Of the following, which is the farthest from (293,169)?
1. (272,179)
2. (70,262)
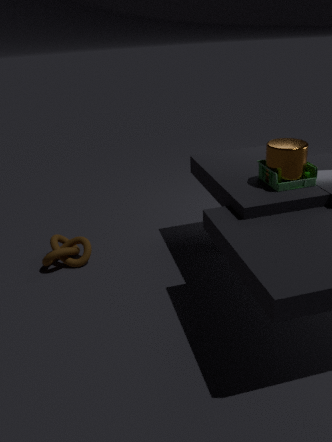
(70,262)
